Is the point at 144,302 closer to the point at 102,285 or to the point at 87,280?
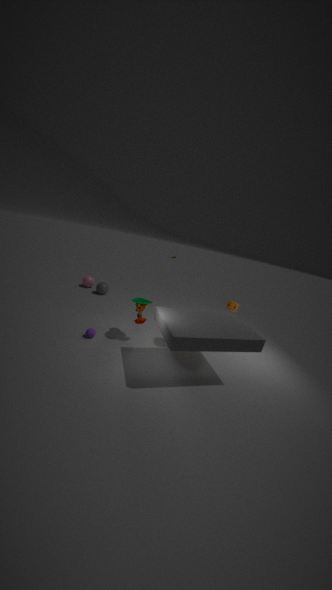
the point at 102,285
